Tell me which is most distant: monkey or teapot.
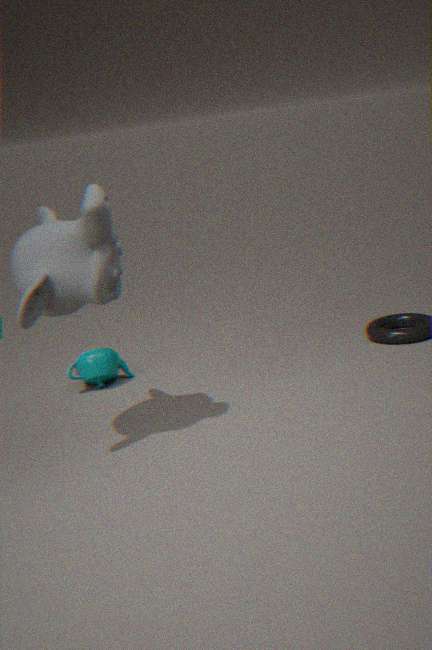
teapot
